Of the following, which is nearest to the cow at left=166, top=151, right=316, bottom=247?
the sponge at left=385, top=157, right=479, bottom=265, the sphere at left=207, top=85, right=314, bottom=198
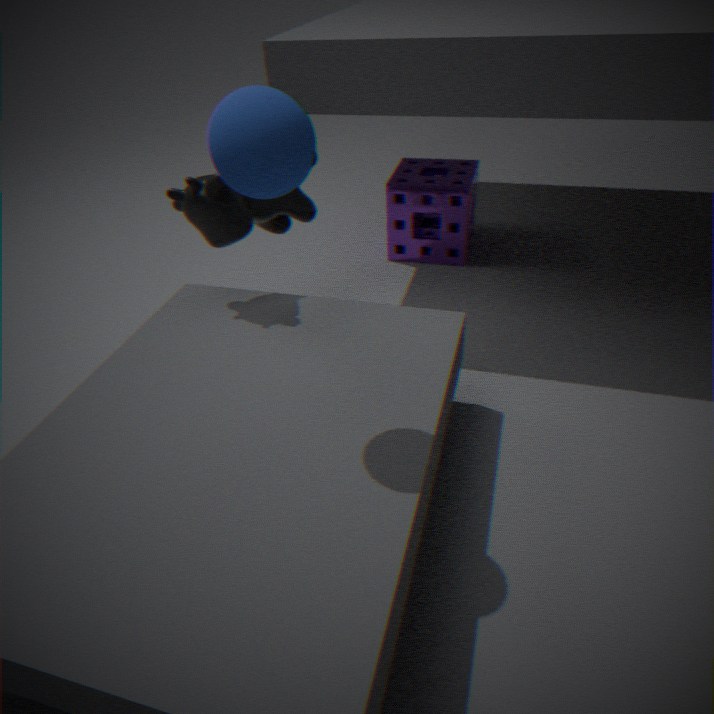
the sphere at left=207, top=85, right=314, bottom=198
